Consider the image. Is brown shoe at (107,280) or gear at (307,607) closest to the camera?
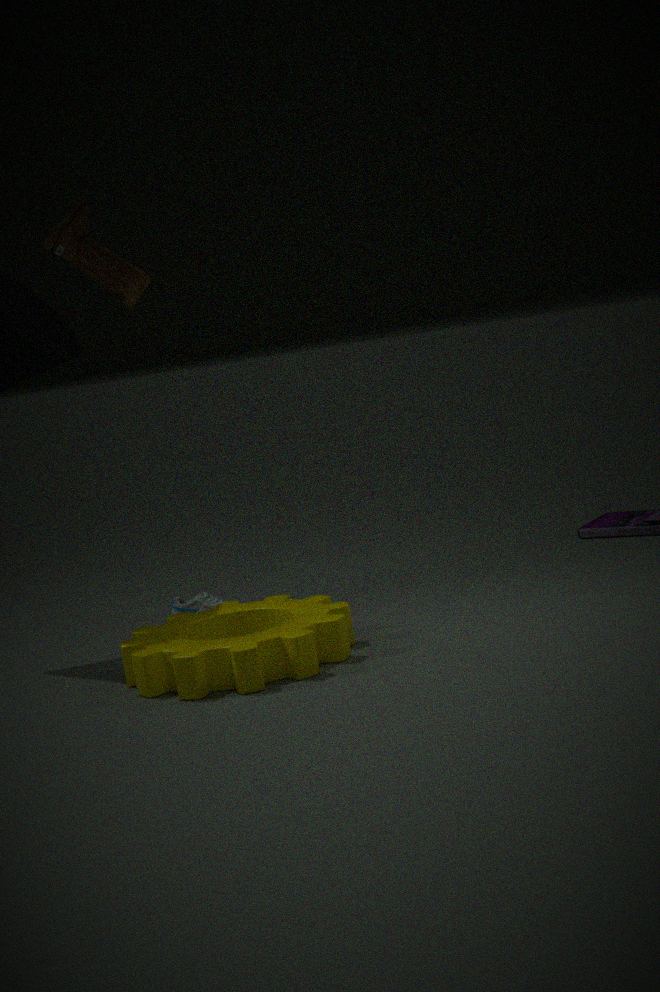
gear at (307,607)
